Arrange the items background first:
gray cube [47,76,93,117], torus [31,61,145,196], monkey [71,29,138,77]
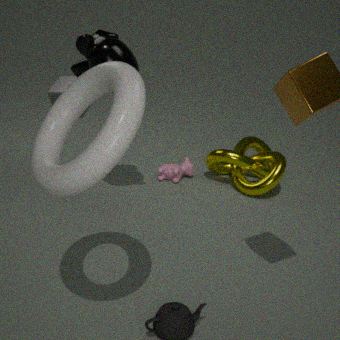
gray cube [47,76,93,117]
monkey [71,29,138,77]
torus [31,61,145,196]
